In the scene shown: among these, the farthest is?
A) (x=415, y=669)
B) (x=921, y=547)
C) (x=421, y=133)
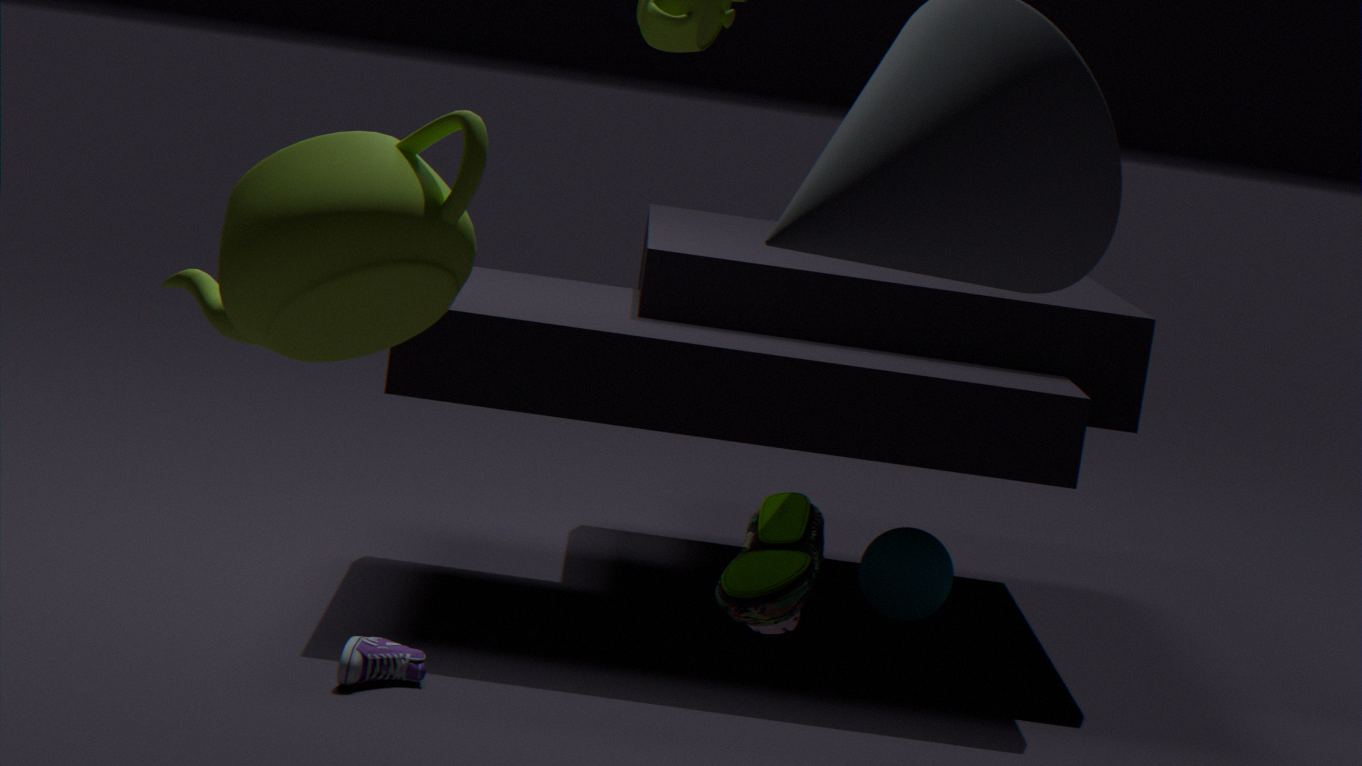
(x=921, y=547)
